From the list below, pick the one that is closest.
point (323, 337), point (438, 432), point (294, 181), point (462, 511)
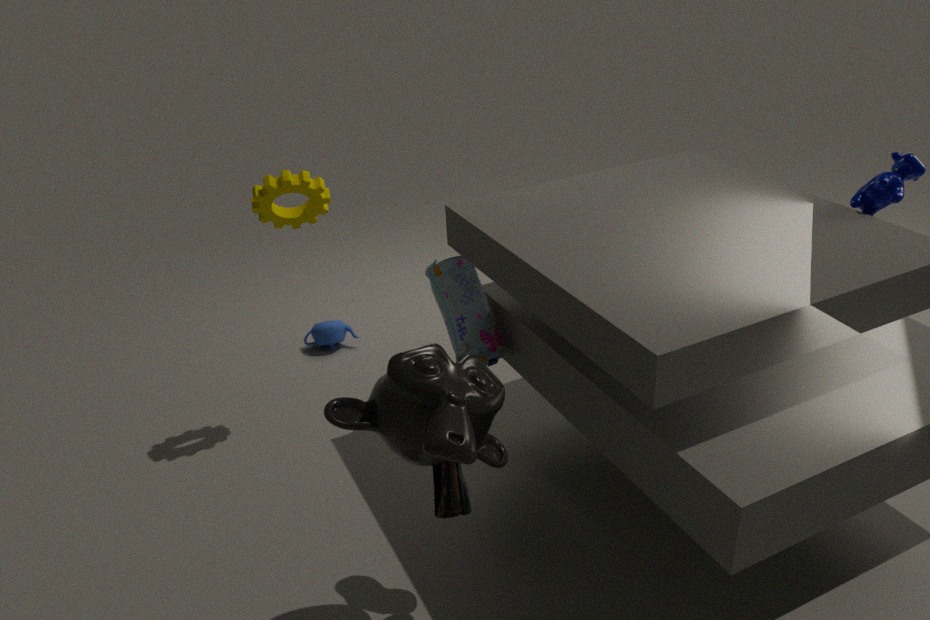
point (438, 432)
